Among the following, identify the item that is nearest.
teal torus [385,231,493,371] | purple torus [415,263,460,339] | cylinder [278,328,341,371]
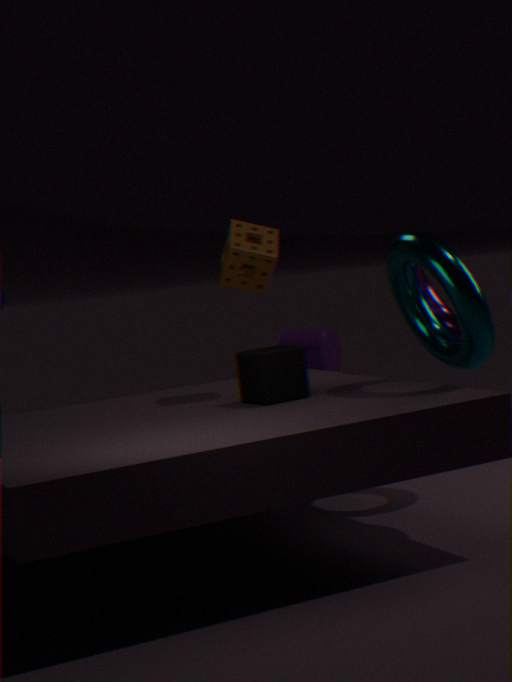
teal torus [385,231,493,371]
